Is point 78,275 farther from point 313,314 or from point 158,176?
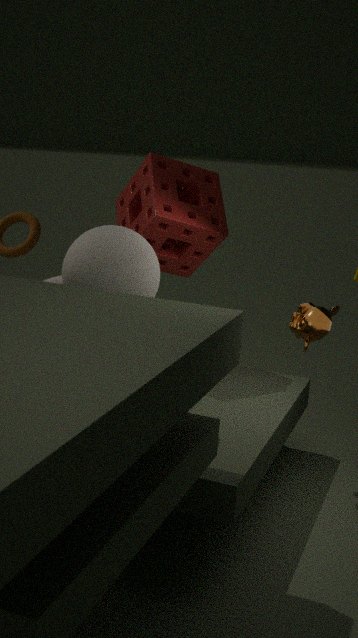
point 313,314
